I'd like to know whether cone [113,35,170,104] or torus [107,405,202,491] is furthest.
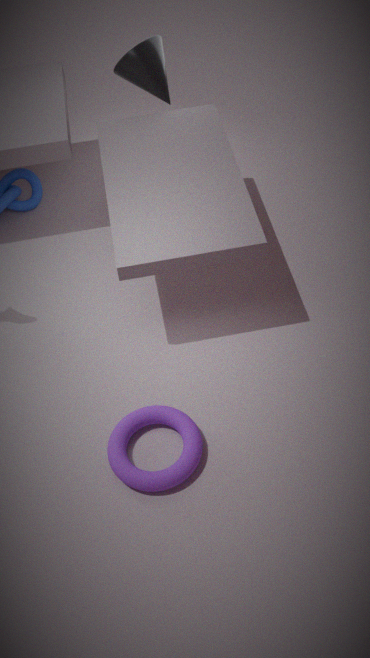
cone [113,35,170,104]
